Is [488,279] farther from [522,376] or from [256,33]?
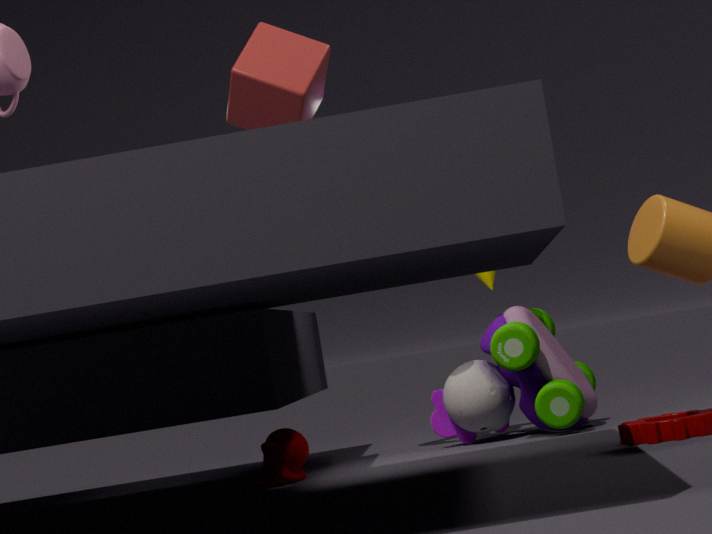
[256,33]
